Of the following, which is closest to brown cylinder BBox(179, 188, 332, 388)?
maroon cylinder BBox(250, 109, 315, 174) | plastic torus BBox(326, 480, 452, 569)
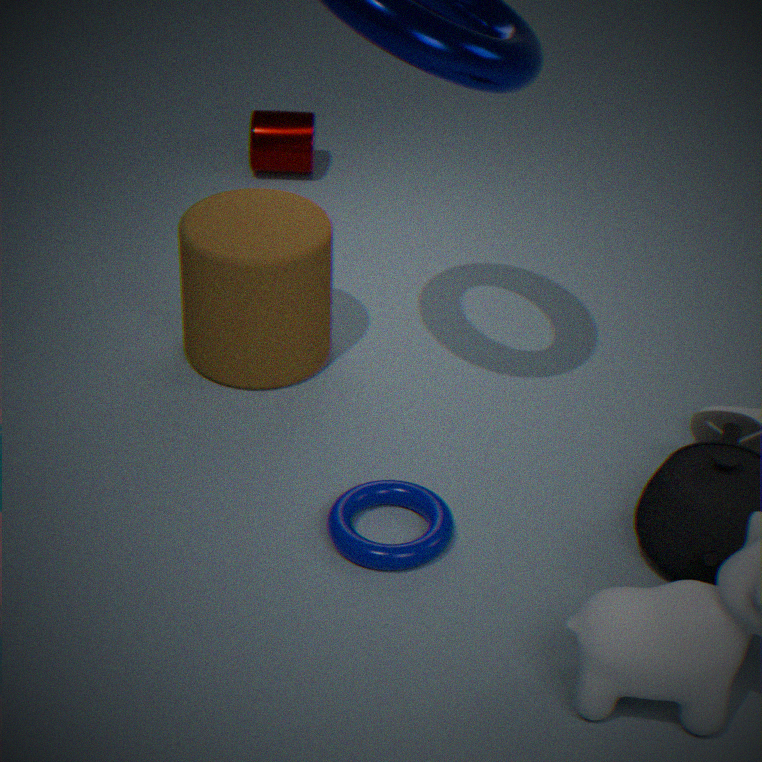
plastic torus BBox(326, 480, 452, 569)
